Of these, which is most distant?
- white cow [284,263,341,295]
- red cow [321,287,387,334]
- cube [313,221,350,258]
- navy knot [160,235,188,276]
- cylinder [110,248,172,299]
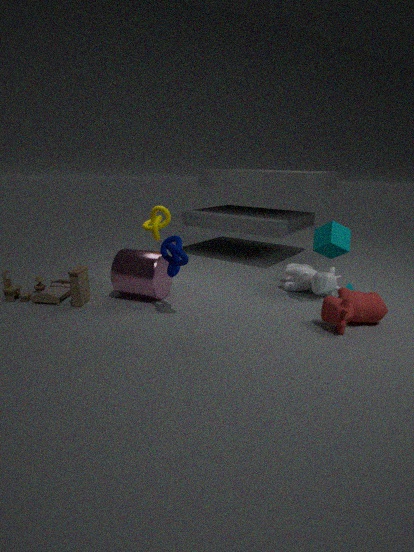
white cow [284,263,341,295]
